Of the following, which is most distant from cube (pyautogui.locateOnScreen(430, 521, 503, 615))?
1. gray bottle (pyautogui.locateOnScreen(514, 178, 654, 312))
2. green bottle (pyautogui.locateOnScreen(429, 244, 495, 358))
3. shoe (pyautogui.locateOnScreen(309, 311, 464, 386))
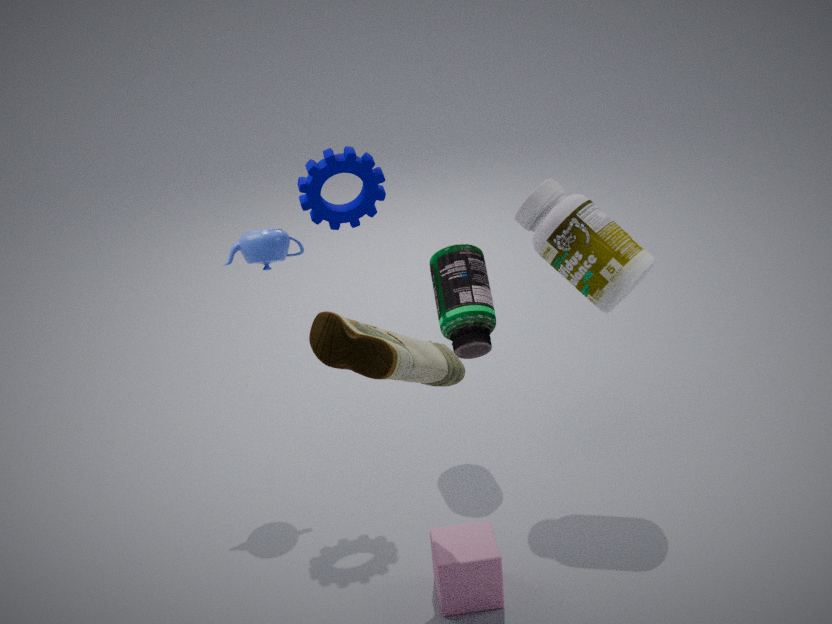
gray bottle (pyautogui.locateOnScreen(514, 178, 654, 312))
